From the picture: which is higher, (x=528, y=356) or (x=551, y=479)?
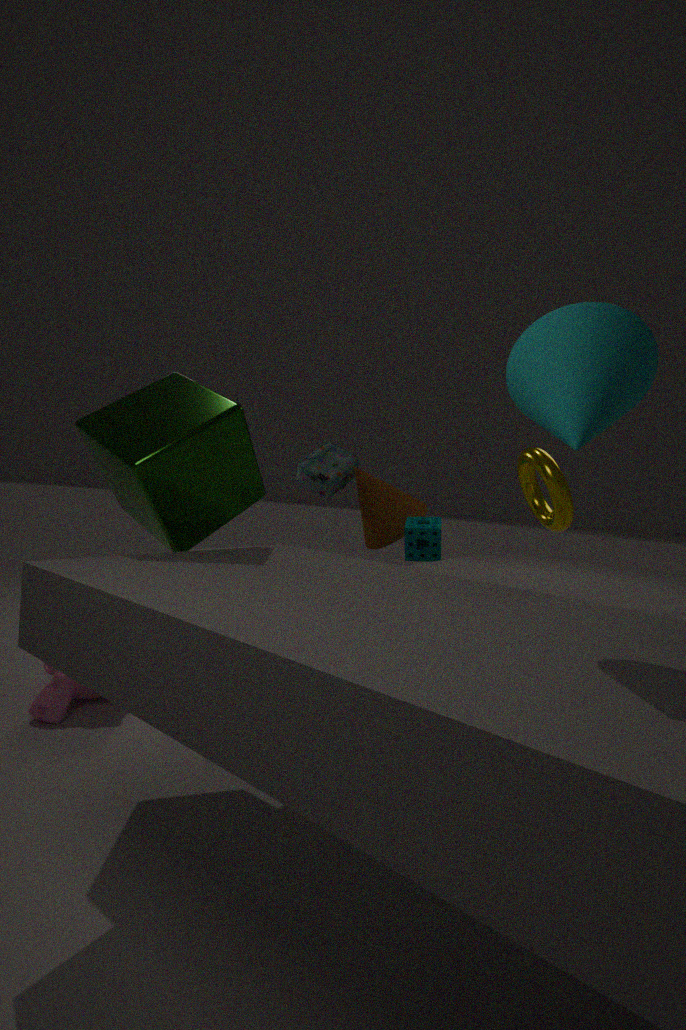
(x=528, y=356)
